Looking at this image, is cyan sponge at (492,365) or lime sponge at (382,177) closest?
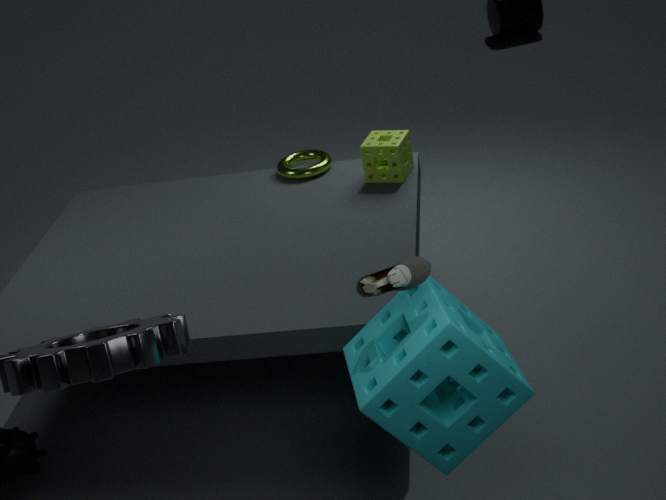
cyan sponge at (492,365)
